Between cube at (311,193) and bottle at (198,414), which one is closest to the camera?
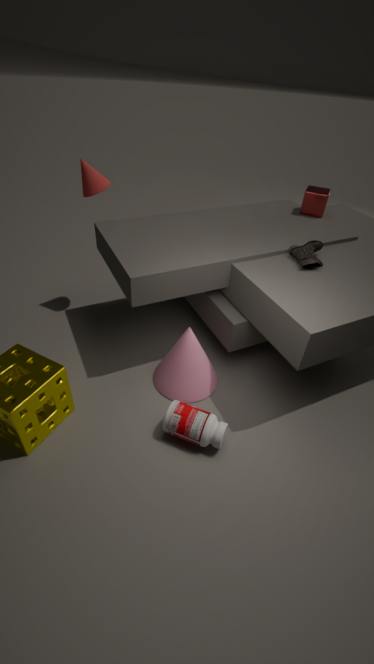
bottle at (198,414)
